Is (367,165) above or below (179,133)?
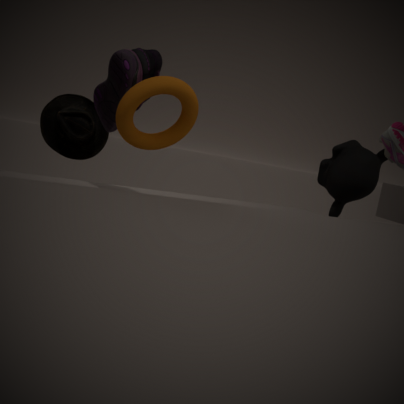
below
